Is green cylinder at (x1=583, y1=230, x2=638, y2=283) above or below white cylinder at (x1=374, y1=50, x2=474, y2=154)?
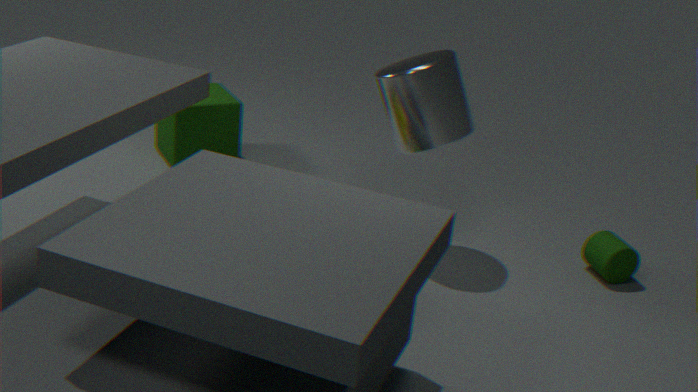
below
